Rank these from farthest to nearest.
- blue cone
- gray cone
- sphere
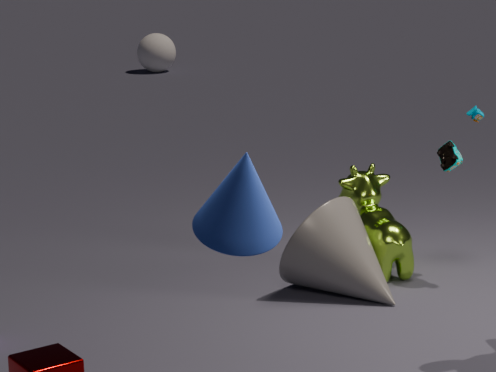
sphere, gray cone, blue cone
